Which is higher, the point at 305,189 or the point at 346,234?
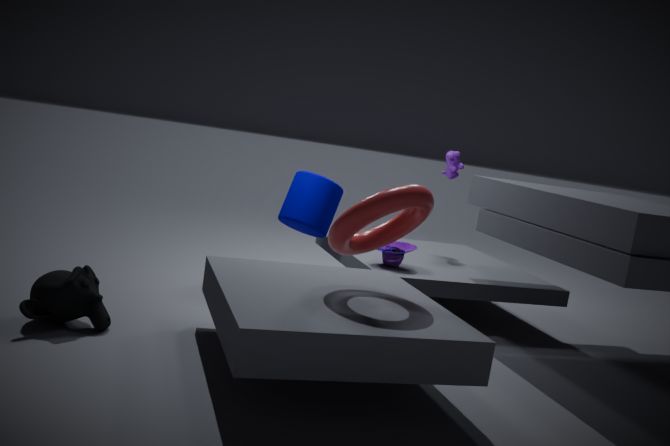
the point at 346,234
